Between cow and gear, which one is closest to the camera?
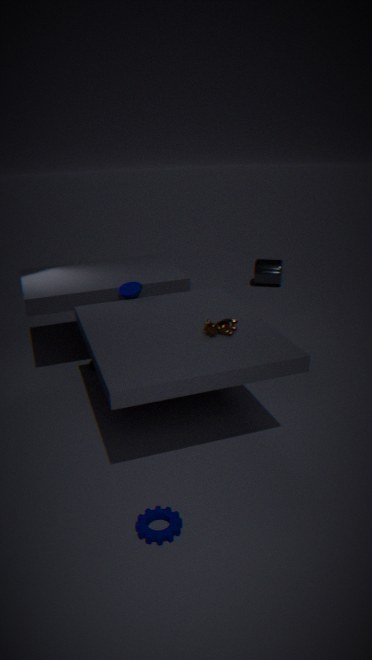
gear
